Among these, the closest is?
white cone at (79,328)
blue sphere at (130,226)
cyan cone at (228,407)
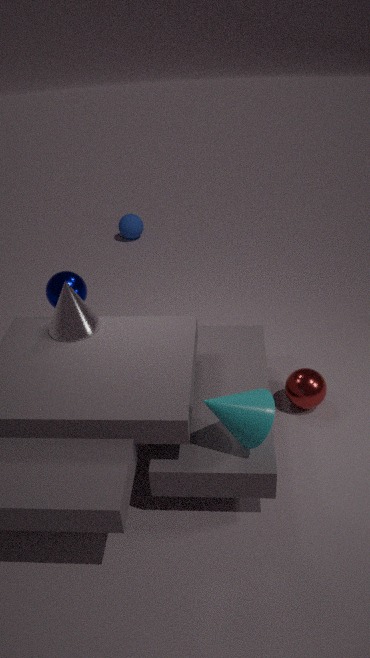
cyan cone at (228,407)
